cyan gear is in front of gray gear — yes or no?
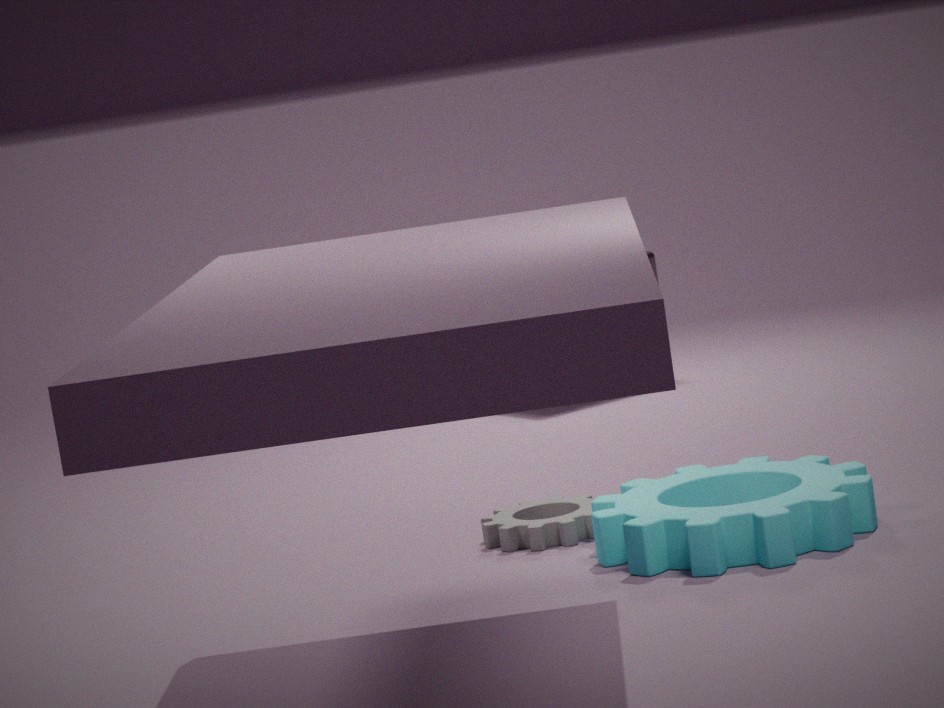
Yes
